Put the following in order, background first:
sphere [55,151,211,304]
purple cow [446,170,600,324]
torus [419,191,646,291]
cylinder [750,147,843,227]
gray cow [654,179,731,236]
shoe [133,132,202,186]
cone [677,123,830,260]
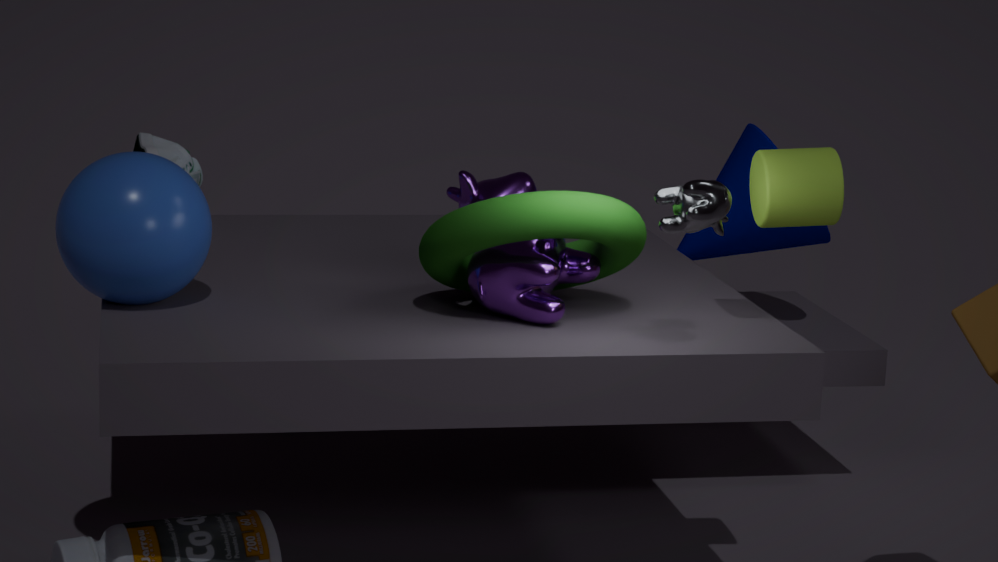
cone [677,123,830,260] < shoe [133,132,202,186] < purple cow [446,170,600,324] < cylinder [750,147,843,227] < sphere [55,151,211,304] < torus [419,191,646,291] < gray cow [654,179,731,236]
